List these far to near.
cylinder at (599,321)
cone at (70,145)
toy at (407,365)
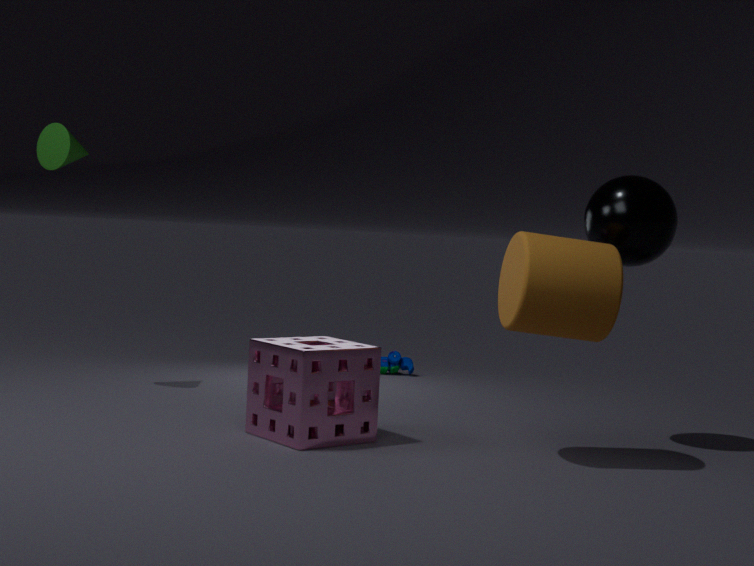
toy at (407,365), cone at (70,145), cylinder at (599,321)
